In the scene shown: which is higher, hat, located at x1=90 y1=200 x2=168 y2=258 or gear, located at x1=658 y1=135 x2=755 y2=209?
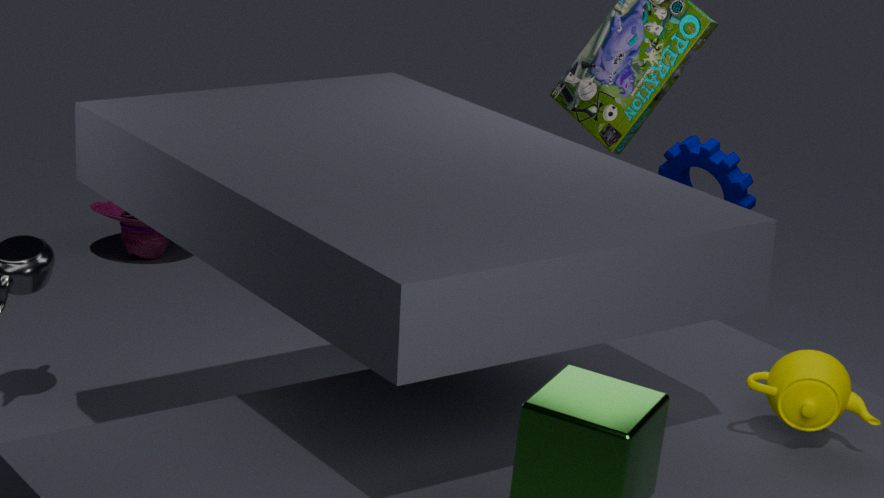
gear, located at x1=658 y1=135 x2=755 y2=209
